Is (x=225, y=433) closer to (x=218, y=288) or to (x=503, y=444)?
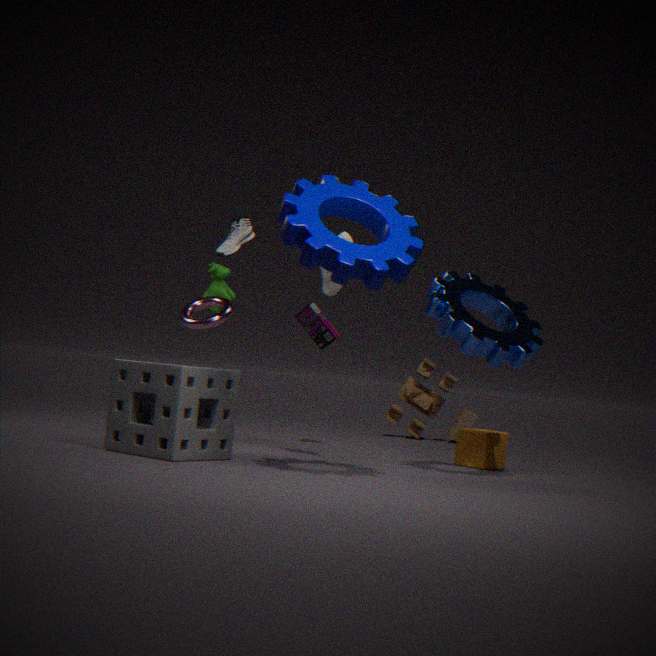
(x=218, y=288)
